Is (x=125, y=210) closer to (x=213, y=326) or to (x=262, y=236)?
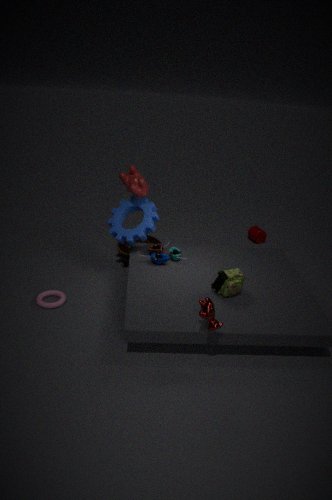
(x=213, y=326)
